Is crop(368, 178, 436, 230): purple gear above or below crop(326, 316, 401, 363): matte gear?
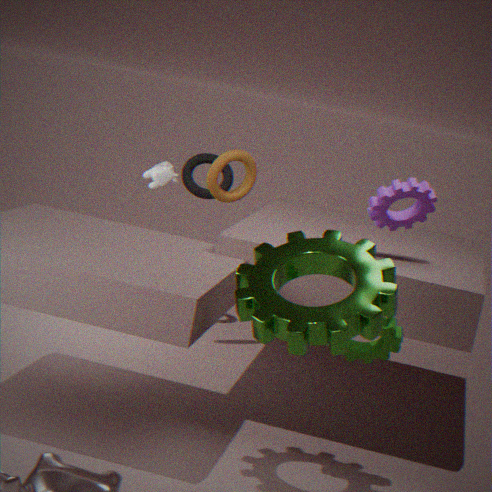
above
